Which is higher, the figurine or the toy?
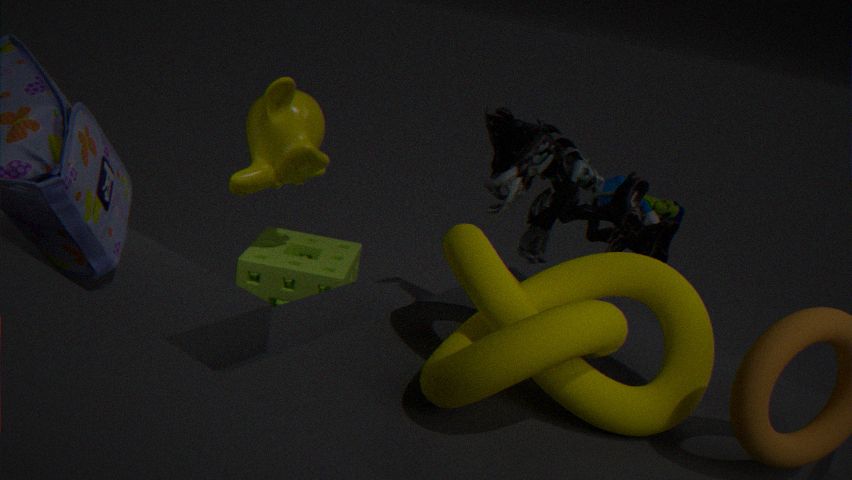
the figurine
